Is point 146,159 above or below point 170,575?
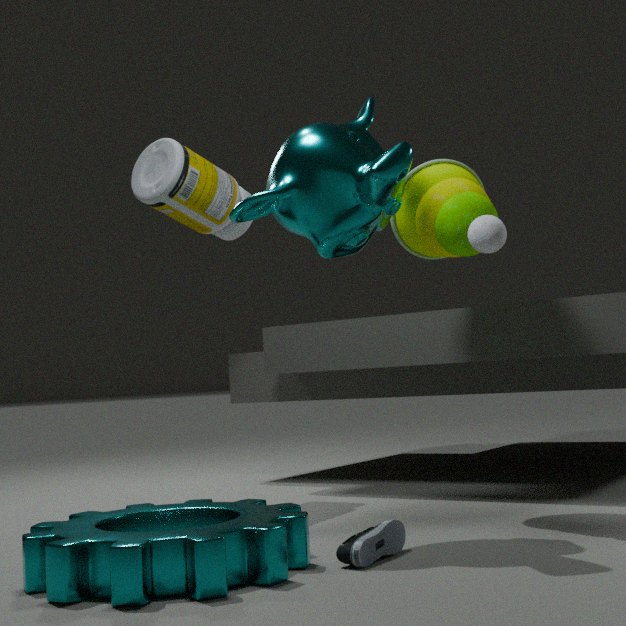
above
